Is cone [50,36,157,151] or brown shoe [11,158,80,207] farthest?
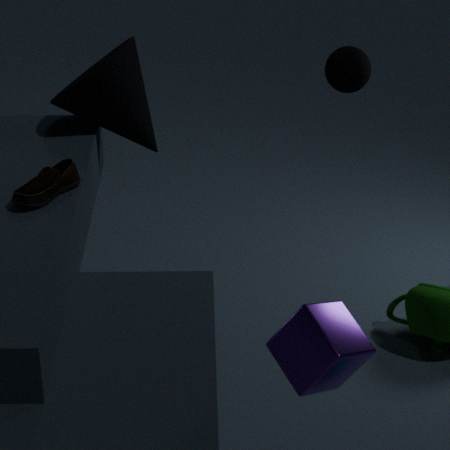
cone [50,36,157,151]
